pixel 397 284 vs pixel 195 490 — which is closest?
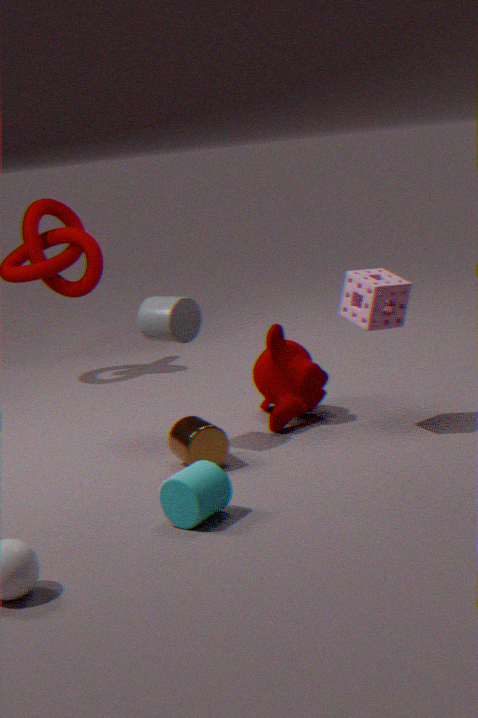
pixel 195 490
